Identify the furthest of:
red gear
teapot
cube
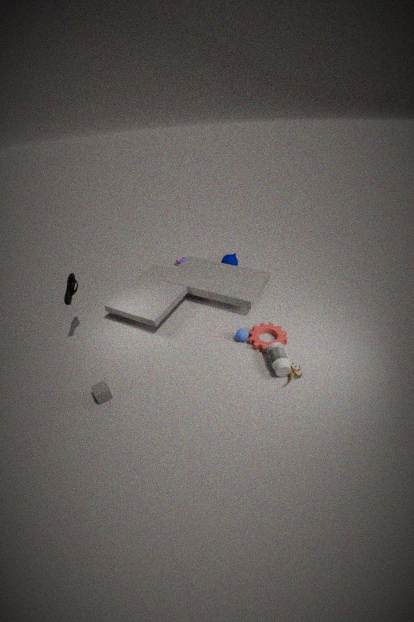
teapot
